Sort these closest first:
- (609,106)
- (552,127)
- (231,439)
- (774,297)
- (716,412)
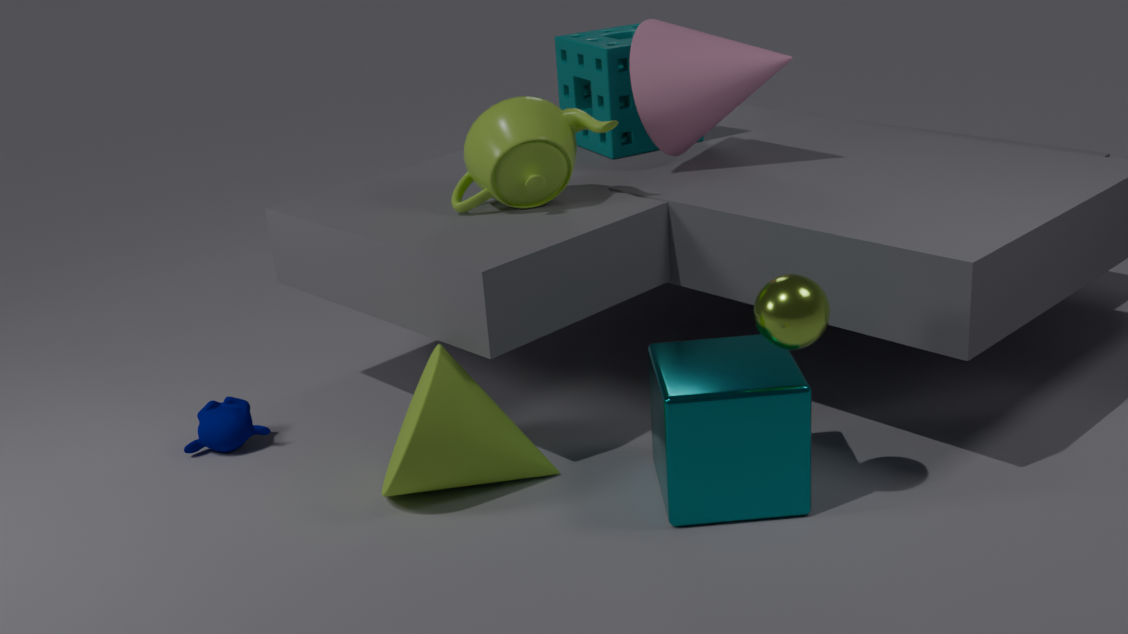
(774,297) < (716,412) < (552,127) < (231,439) < (609,106)
